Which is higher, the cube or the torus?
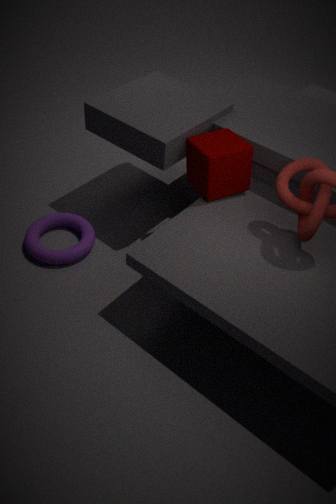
the cube
